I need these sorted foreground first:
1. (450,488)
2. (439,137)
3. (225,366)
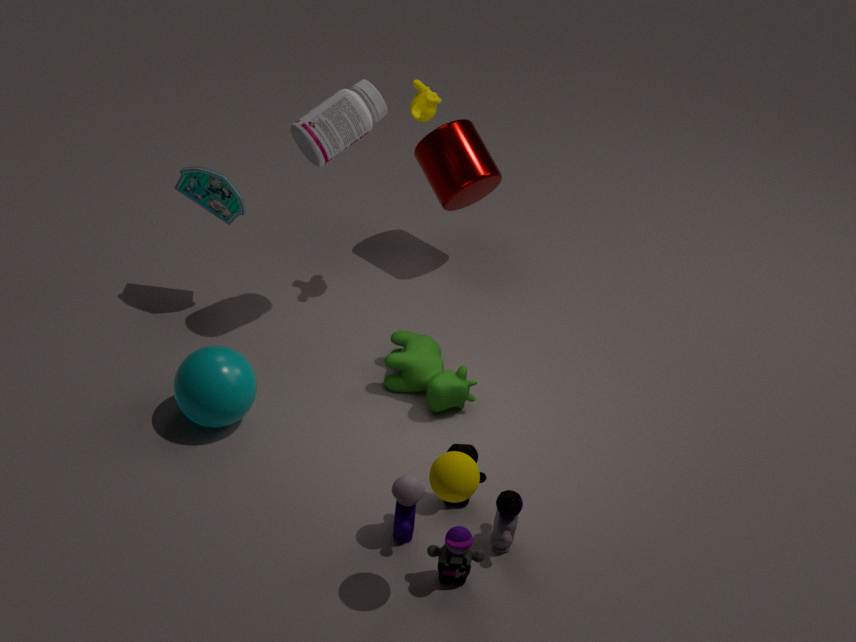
1. (450,488)
2. (225,366)
3. (439,137)
